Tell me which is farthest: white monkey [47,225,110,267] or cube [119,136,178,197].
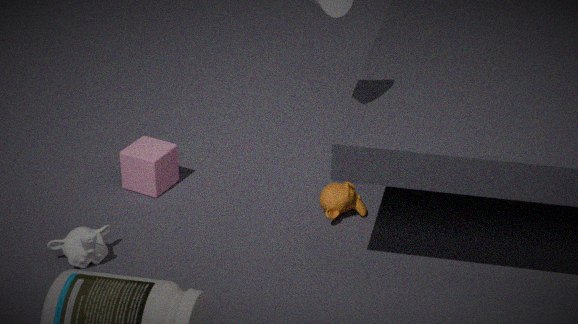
cube [119,136,178,197]
